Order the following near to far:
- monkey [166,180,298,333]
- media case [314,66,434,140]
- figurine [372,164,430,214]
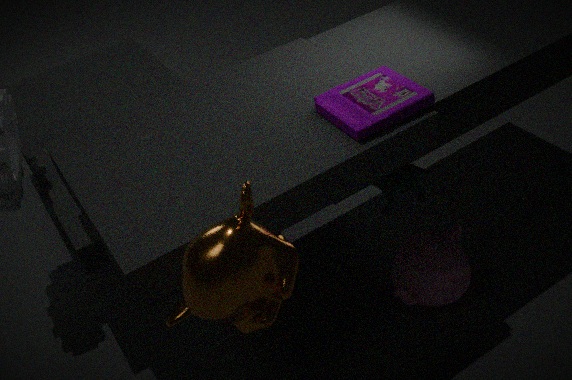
monkey [166,180,298,333] < media case [314,66,434,140] < figurine [372,164,430,214]
